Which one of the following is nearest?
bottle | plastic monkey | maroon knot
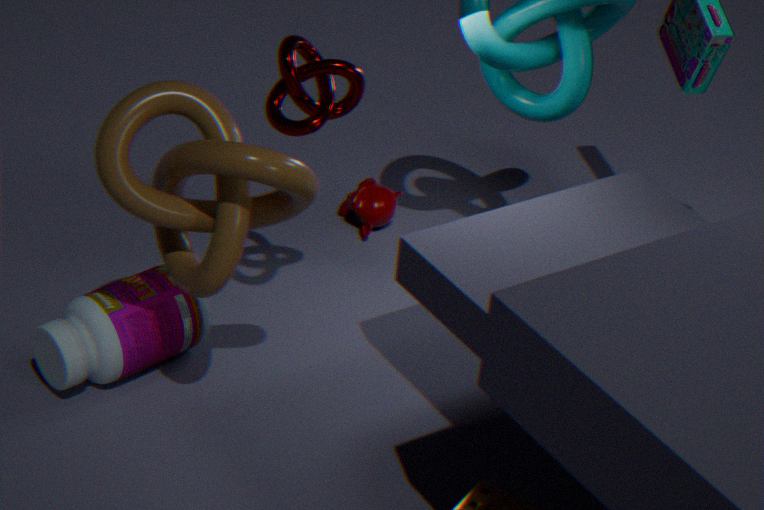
maroon knot
